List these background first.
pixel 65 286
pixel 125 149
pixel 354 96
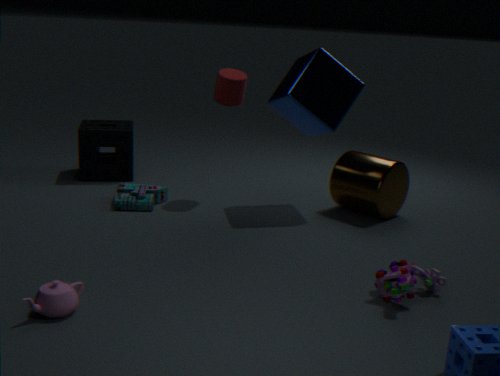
pixel 125 149 < pixel 354 96 < pixel 65 286
